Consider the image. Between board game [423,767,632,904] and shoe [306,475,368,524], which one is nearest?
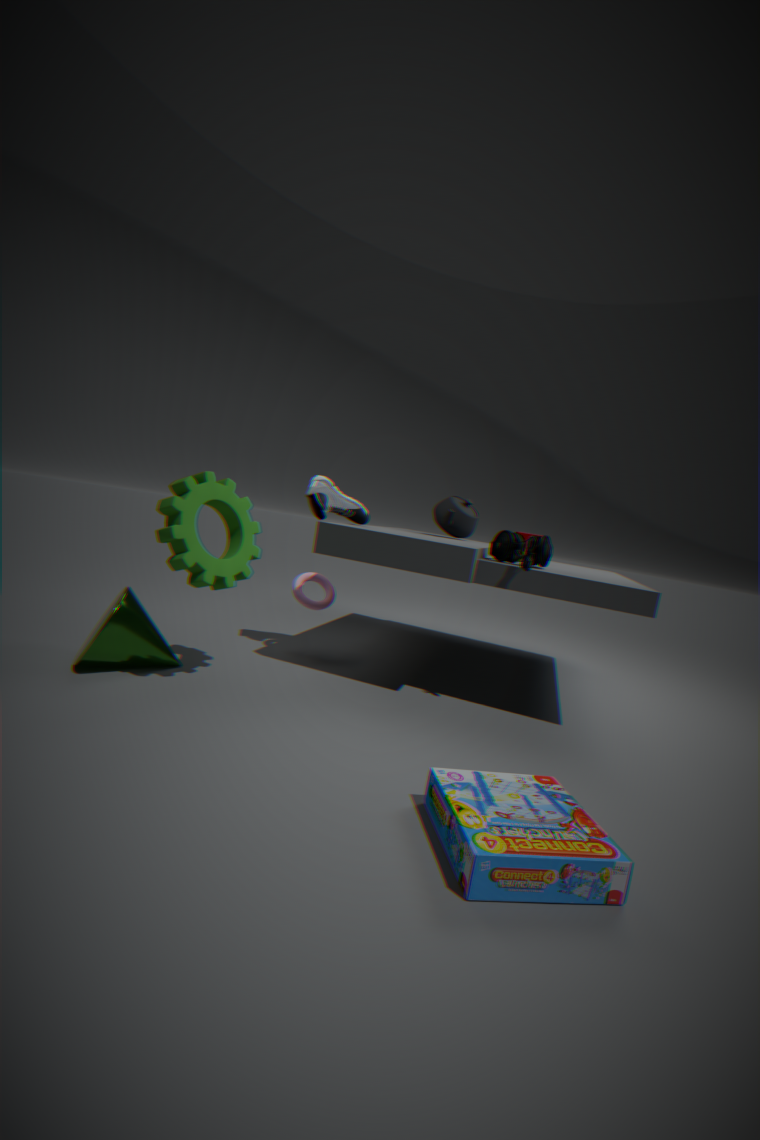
board game [423,767,632,904]
